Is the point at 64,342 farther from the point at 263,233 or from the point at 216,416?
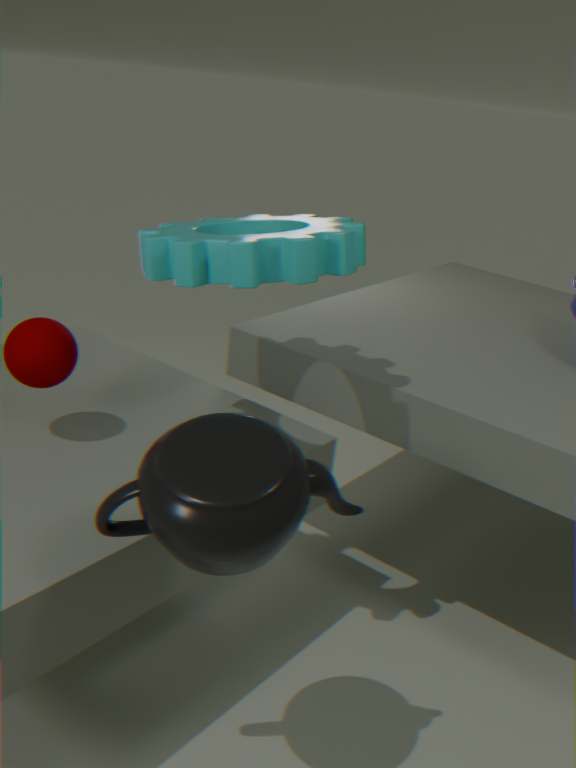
the point at 216,416
